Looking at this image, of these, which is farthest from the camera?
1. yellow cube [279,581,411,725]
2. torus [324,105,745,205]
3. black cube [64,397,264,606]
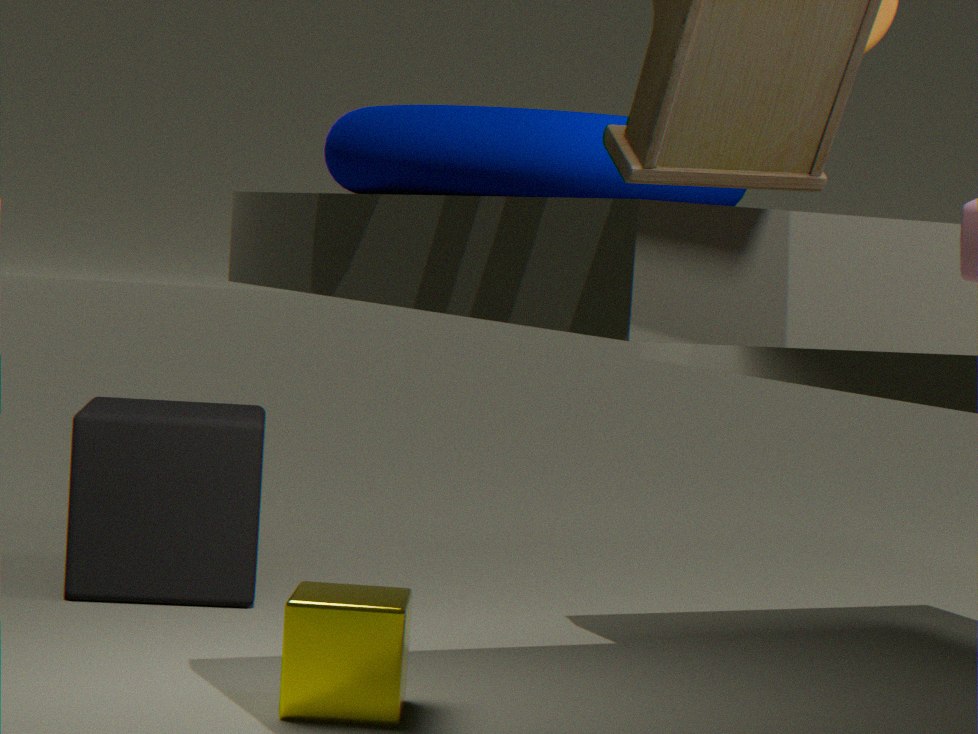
black cube [64,397,264,606]
